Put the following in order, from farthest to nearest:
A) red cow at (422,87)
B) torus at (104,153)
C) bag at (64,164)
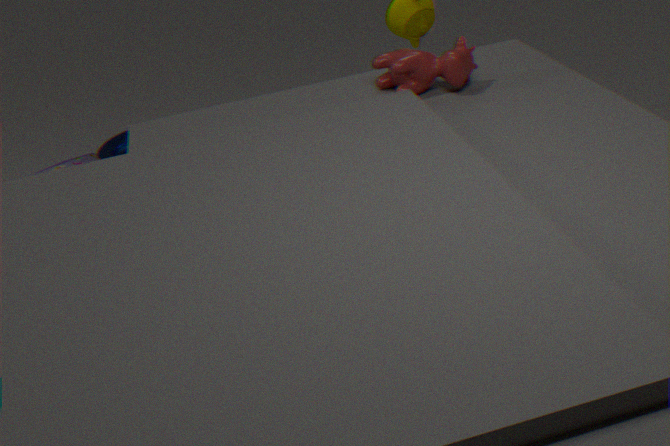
torus at (104,153), bag at (64,164), red cow at (422,87)
